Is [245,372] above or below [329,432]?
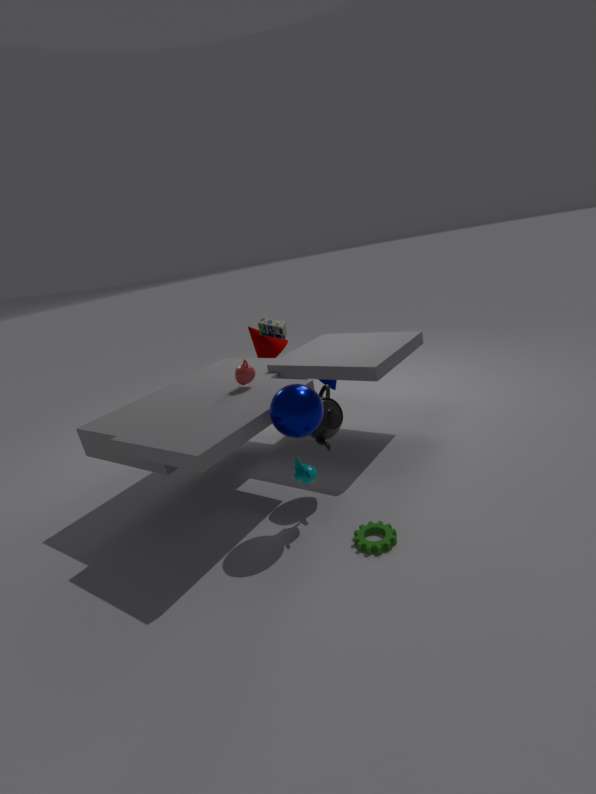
above
